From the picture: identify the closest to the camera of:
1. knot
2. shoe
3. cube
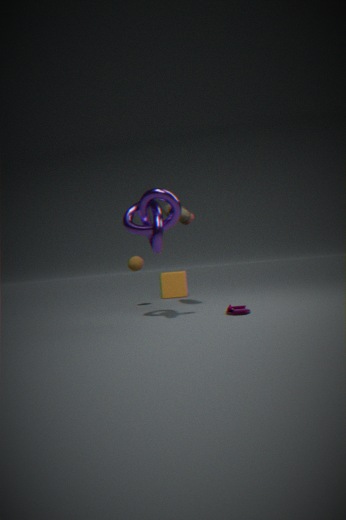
knot
